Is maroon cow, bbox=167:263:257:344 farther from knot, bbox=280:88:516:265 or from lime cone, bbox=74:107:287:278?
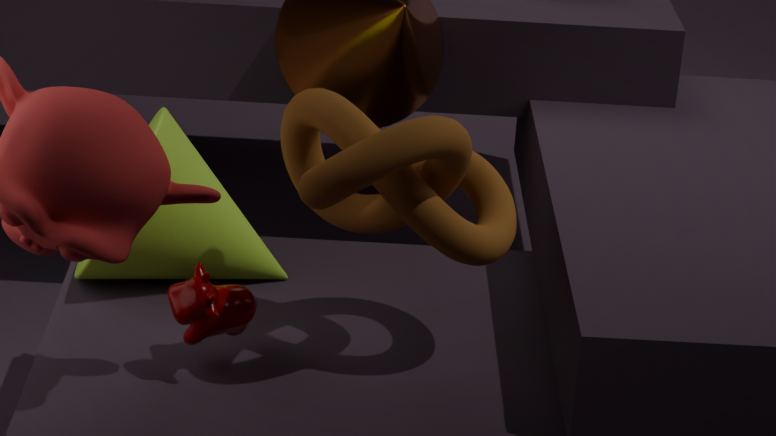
knot, bbox=280:88:516:265
